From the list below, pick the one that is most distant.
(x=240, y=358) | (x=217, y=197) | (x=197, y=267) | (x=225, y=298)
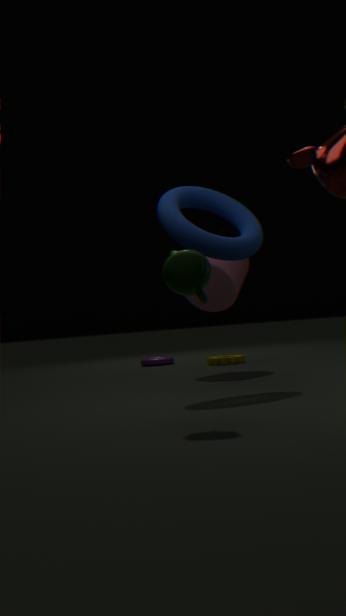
(x=240, y=358)
